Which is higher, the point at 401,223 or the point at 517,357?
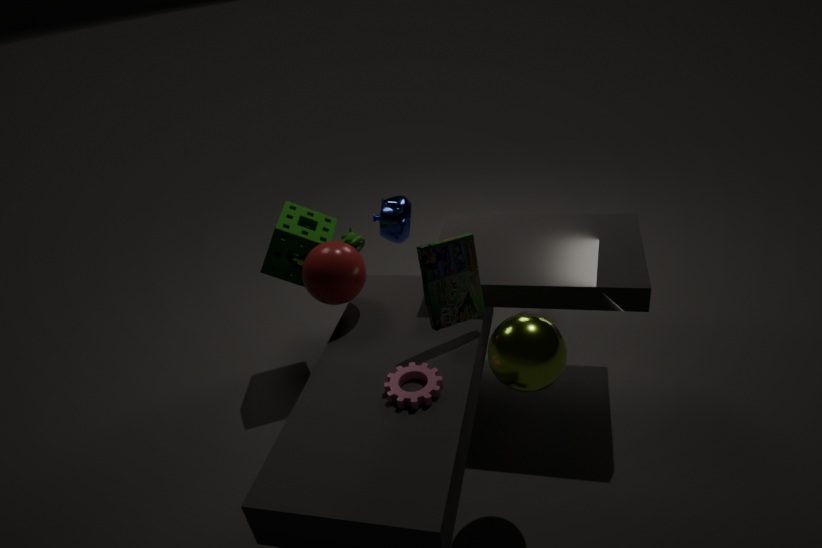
the point at 517,357
